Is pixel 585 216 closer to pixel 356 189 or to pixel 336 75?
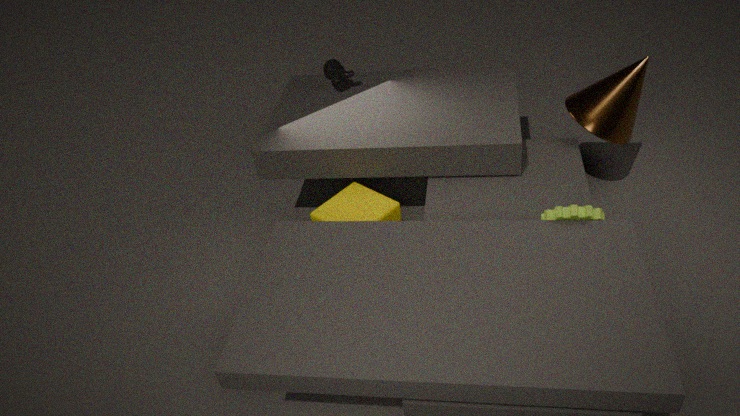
pixel 356 189
